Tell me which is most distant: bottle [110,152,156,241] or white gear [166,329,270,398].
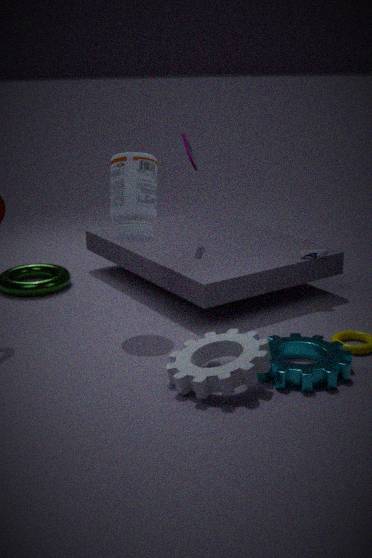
bottle [110,152,156,241]
